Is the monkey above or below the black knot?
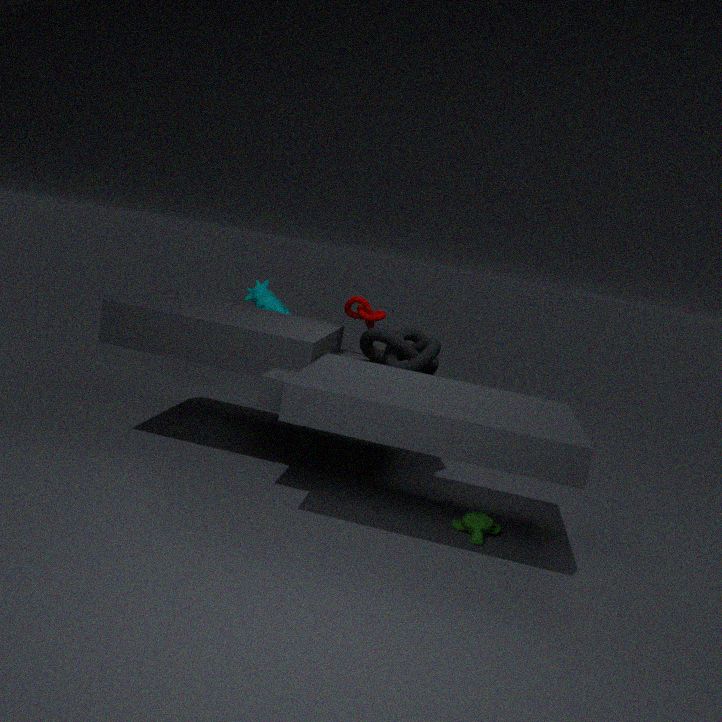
below
